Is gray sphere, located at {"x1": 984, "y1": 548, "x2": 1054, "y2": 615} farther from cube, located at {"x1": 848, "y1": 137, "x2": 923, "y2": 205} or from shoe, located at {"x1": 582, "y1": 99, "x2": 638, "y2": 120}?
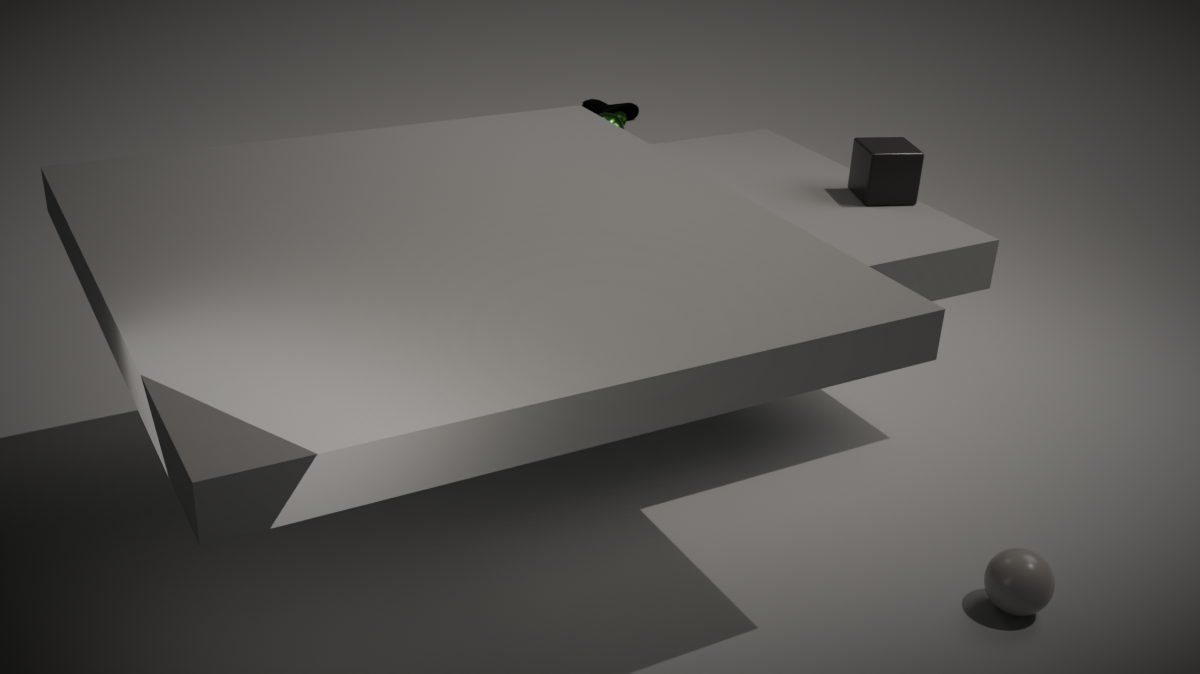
shoe, located at {"x1": 582, "y1": 99, "x2": 638, "y2": 120}
